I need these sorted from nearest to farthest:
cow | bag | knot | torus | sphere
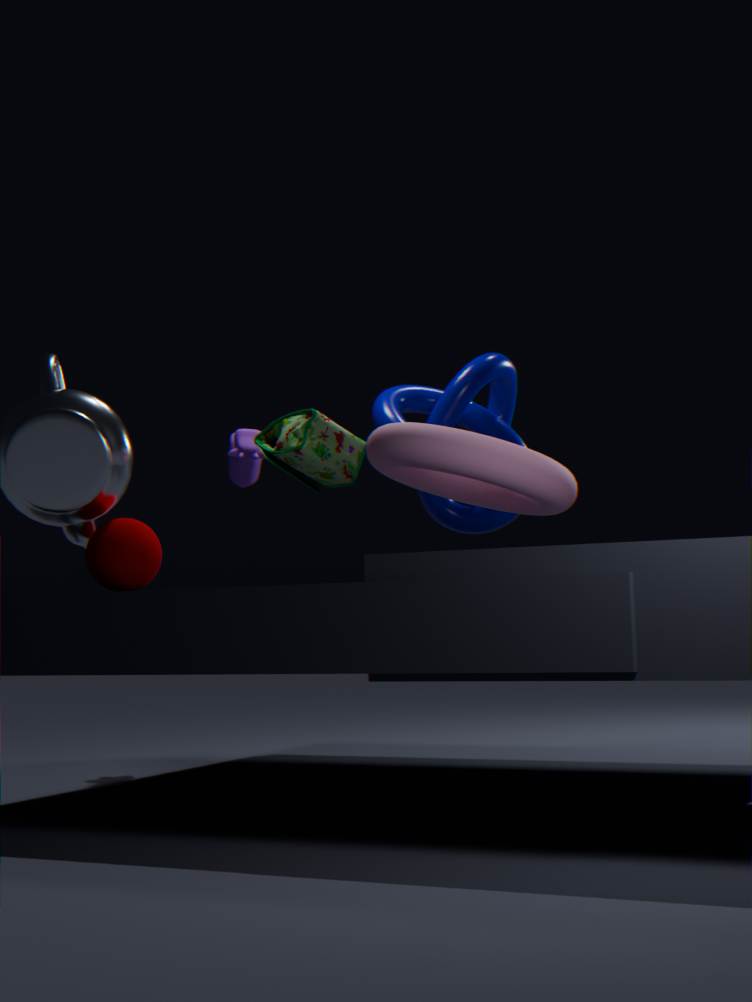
torus → sphere → bag → knot → cow
